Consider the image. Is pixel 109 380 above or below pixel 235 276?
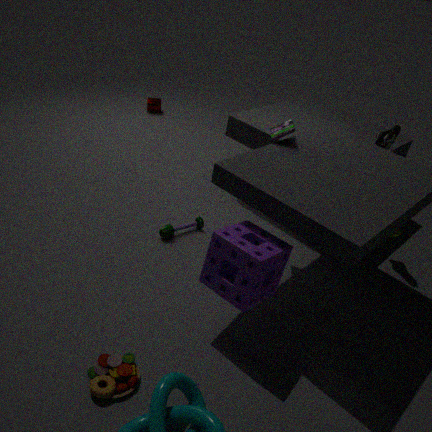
below
